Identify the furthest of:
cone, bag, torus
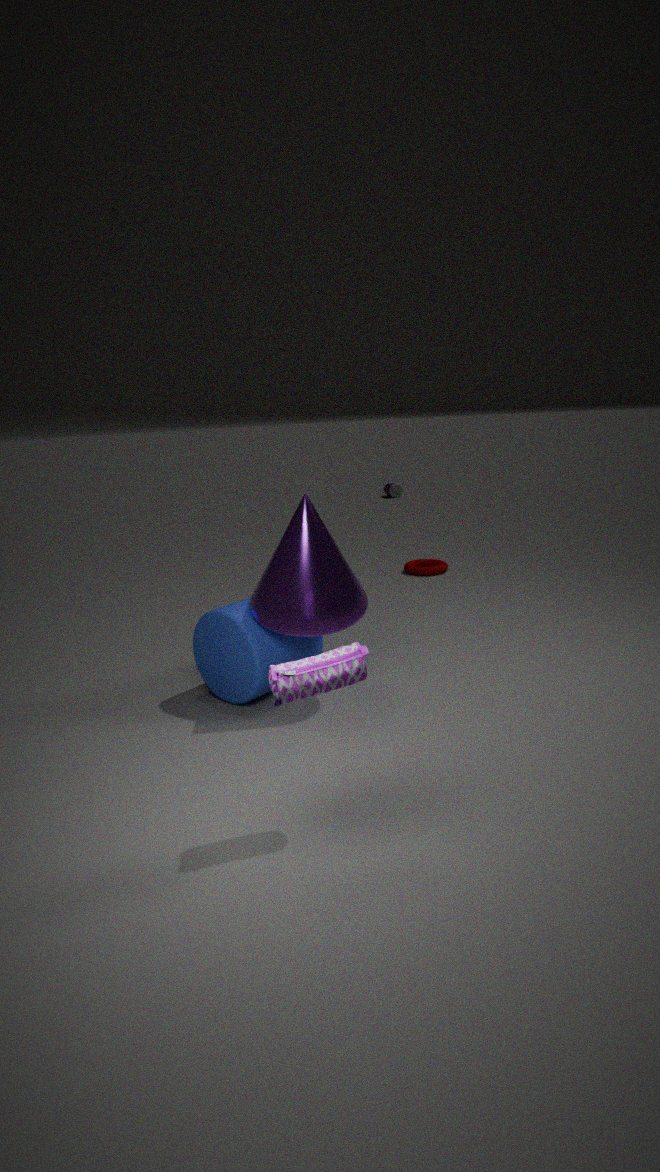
torus
